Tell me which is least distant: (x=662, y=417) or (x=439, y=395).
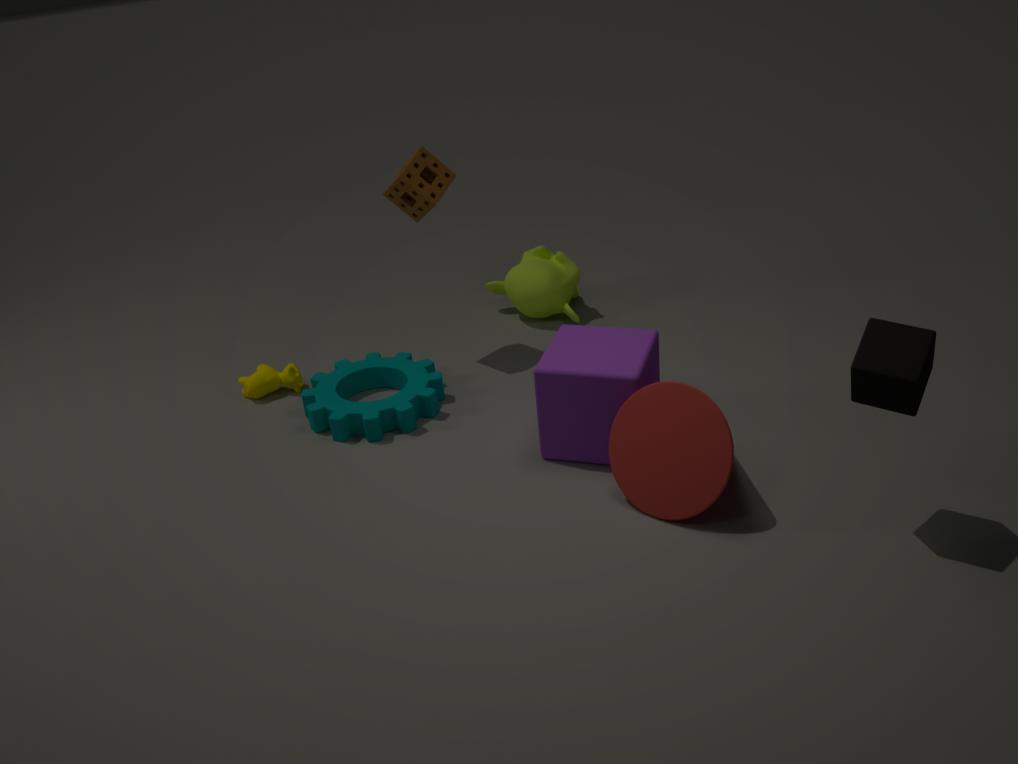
(x=662, y=417)
